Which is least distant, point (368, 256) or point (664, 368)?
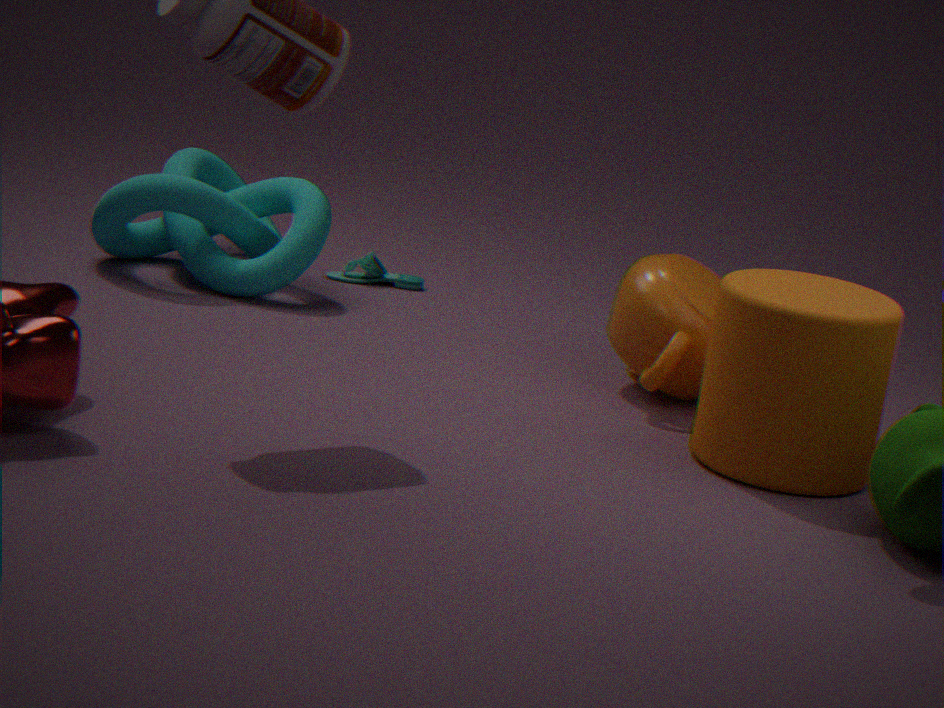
point (664, 368)
